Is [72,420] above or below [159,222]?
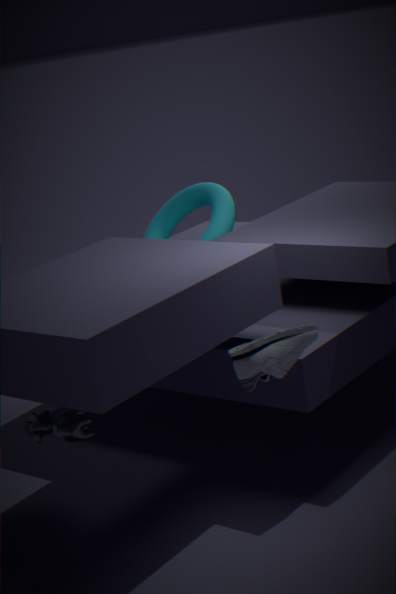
below
